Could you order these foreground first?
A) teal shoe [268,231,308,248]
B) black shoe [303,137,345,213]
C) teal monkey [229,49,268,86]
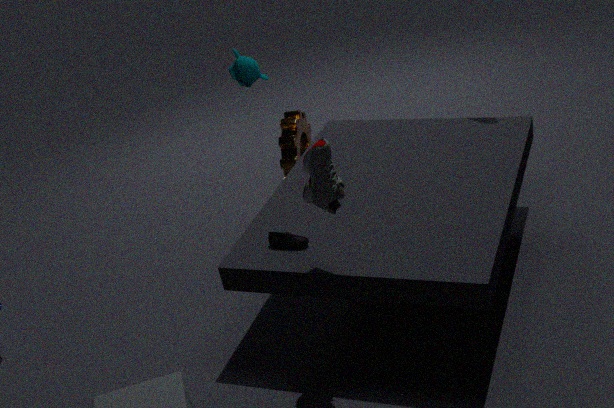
black shoe [303,137,345,213] → teal shoe [268,231,308,248] → teal monkey [229,49,268,86]
